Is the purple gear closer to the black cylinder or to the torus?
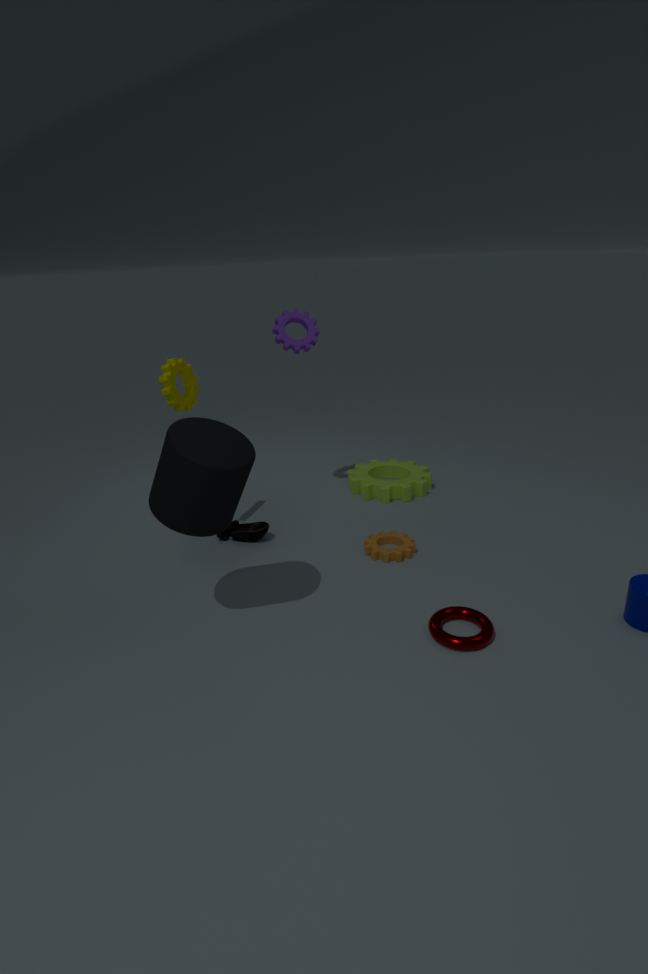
the black cylinder
